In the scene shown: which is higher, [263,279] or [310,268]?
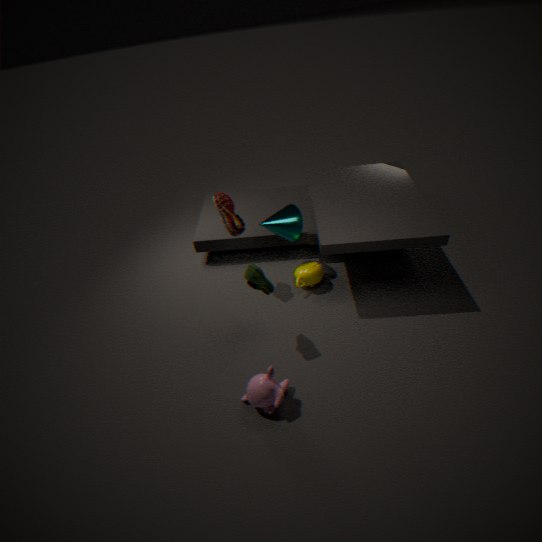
[263,279]
